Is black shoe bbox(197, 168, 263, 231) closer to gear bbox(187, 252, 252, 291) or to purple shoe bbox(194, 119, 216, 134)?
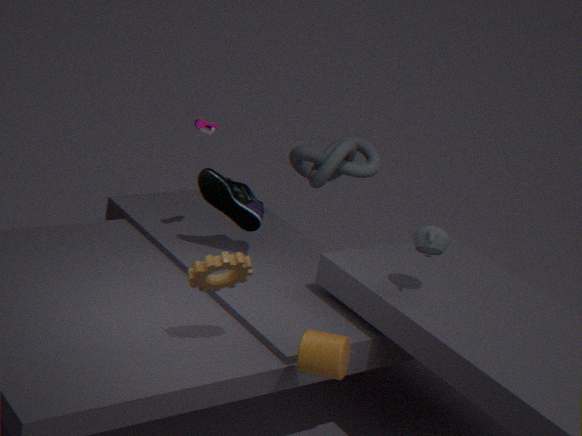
purple shoe bbox(194, 119, 216, 134)
